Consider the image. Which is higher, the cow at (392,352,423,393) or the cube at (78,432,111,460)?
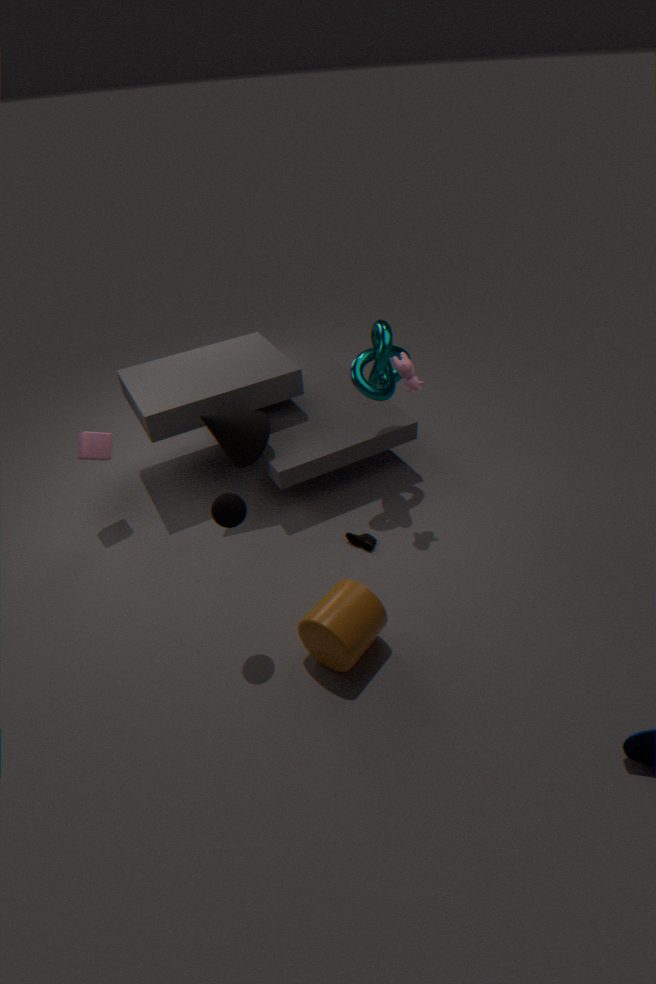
the cow at (392,352,423,393)
